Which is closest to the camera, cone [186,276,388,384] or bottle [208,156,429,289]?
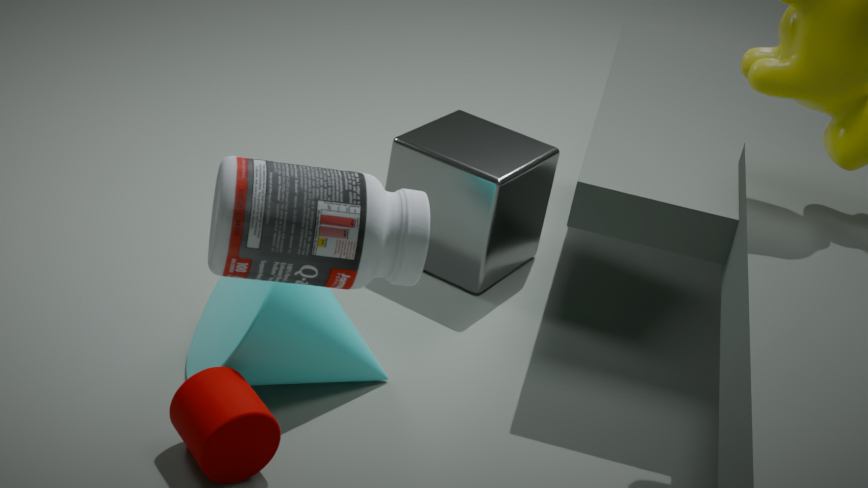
bottle [208,156,429,289]
